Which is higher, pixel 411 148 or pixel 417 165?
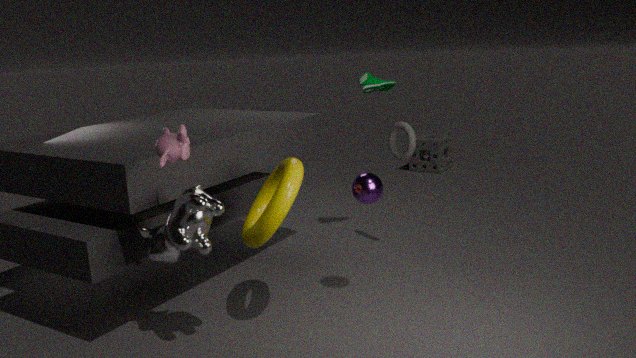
pixel 411 148
